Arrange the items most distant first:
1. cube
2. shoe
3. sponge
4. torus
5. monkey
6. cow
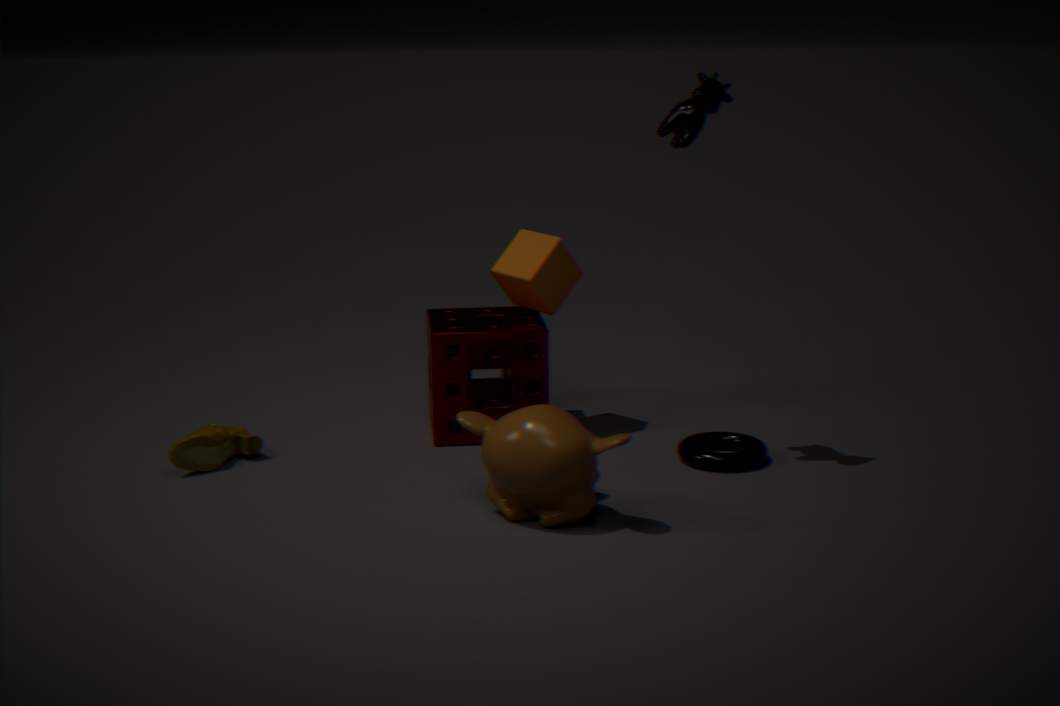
cube → sponge → shoe → torus → cow → monkey
